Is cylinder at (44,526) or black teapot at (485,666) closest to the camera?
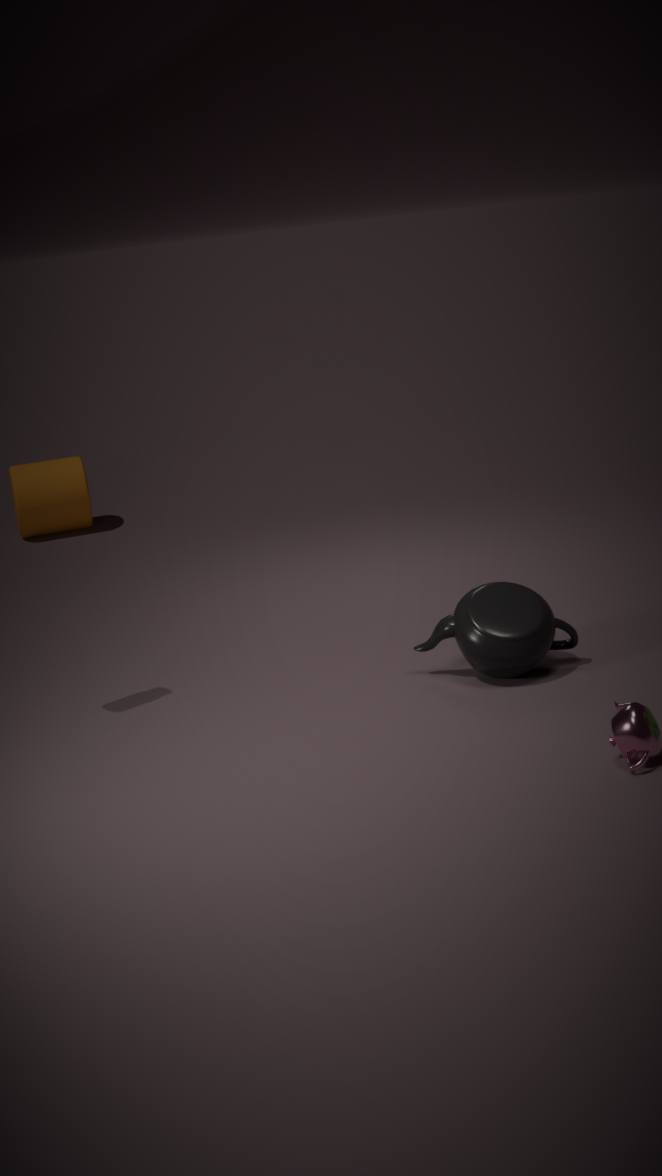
black teapot at (485,666)
